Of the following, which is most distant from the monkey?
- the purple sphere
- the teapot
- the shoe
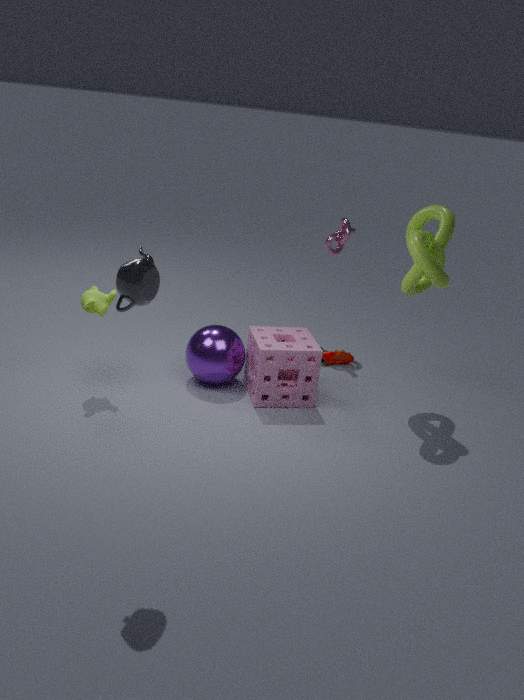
the shoe
